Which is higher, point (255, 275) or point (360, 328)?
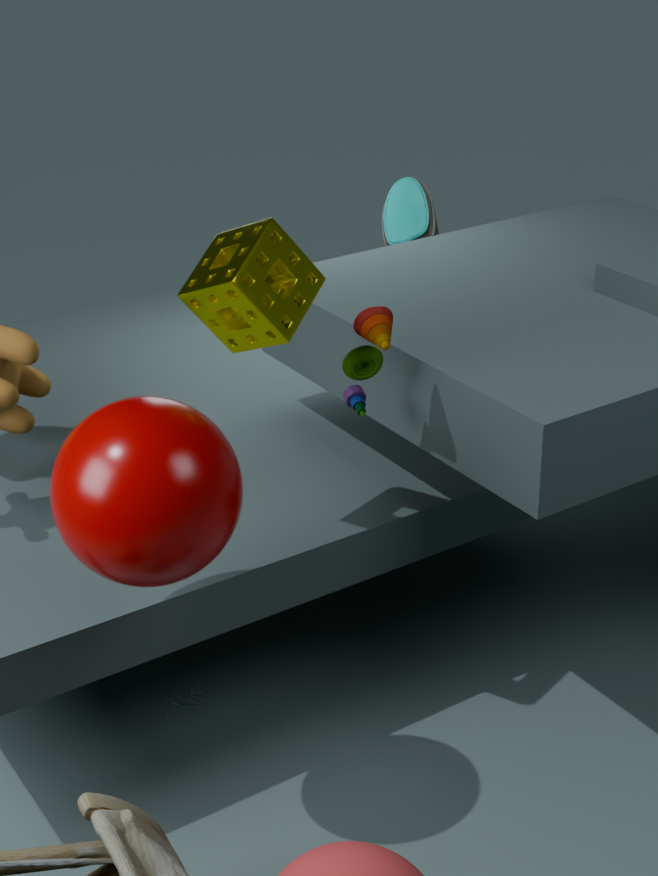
point (255, 275)
